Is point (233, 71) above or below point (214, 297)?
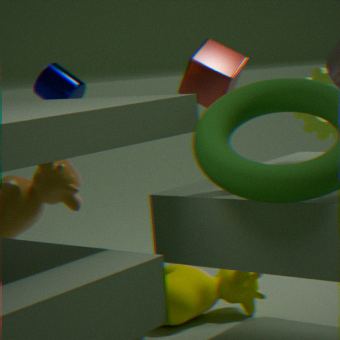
above
